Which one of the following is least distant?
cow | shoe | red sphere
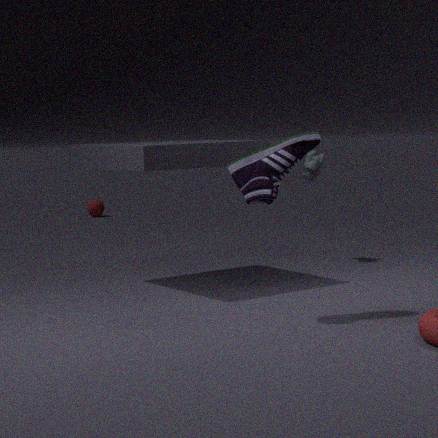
shoe
